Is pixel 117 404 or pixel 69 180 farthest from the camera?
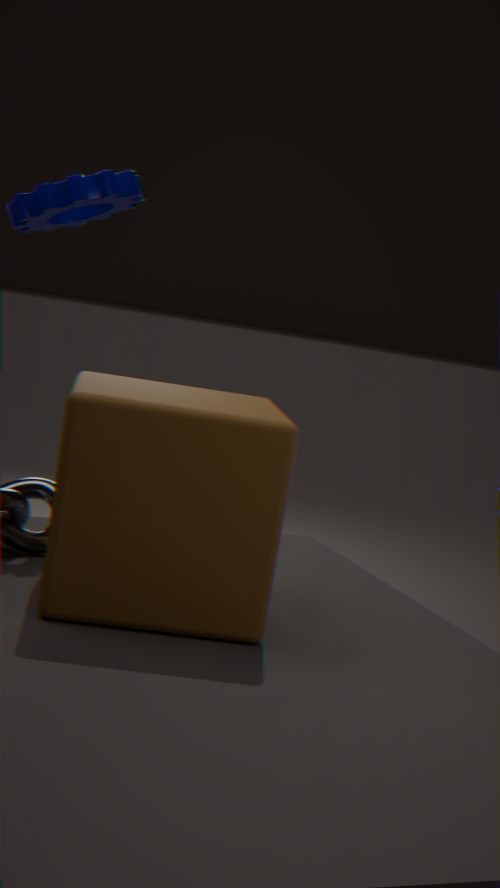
pixel 69 180
